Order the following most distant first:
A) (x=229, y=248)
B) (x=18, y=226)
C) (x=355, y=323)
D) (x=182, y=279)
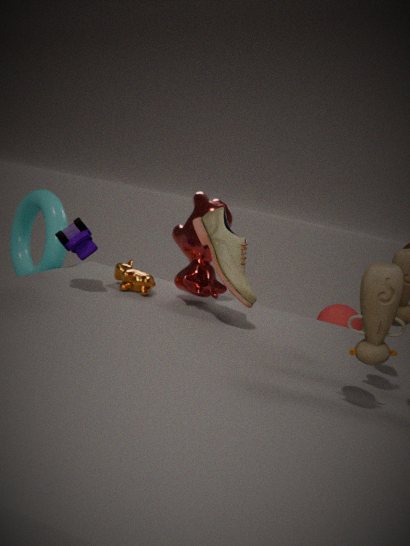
(x=355, y=323), (x=18, y=226), (x=182, y=279), (x=229, y=248)
